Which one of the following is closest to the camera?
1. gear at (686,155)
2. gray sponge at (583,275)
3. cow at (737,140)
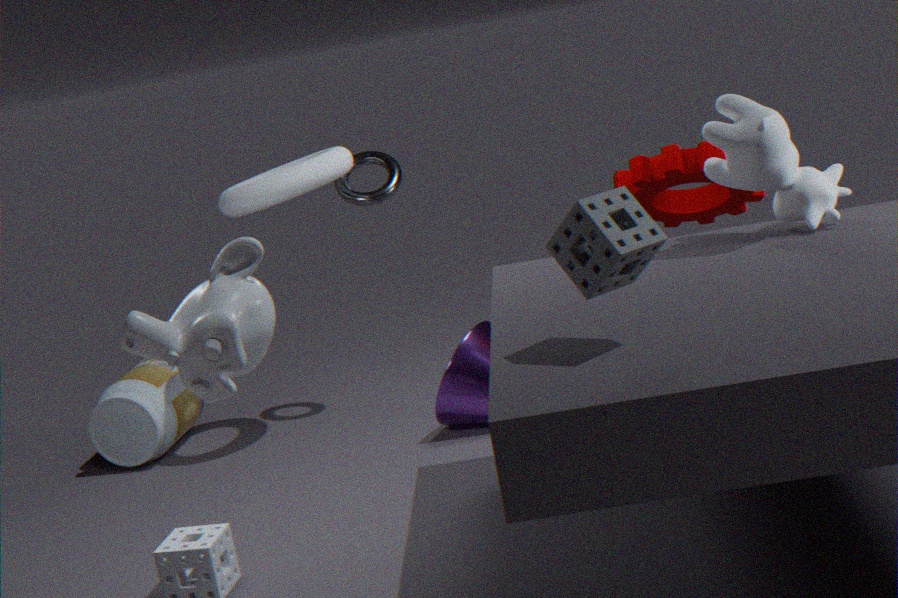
gray sponge at (583,275)
